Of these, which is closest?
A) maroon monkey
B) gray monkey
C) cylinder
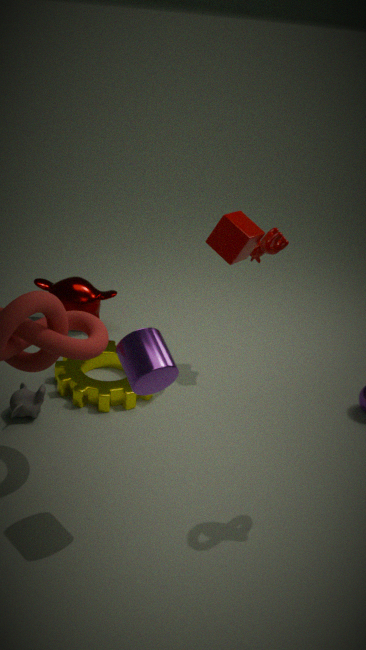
cylinder
